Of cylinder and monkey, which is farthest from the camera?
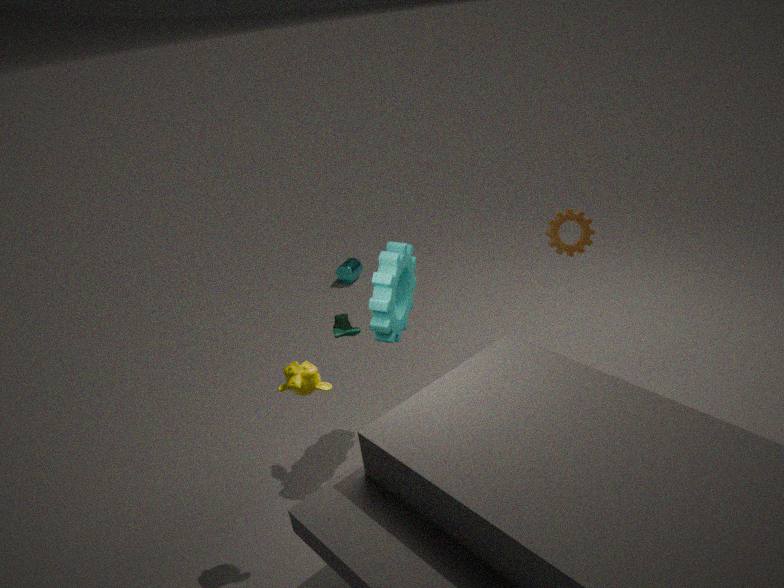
cylinder
